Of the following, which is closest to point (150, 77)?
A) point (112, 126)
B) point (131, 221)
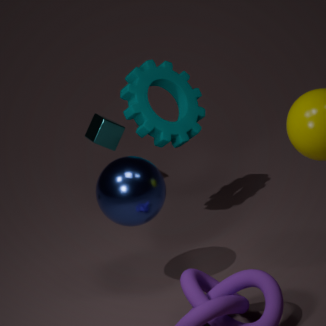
point (112, 126)
